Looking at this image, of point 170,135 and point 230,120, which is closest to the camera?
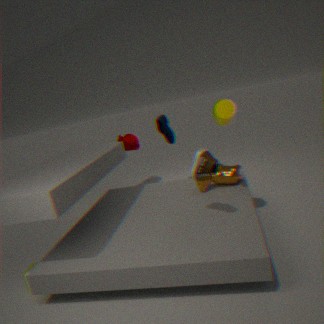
point 230,120
